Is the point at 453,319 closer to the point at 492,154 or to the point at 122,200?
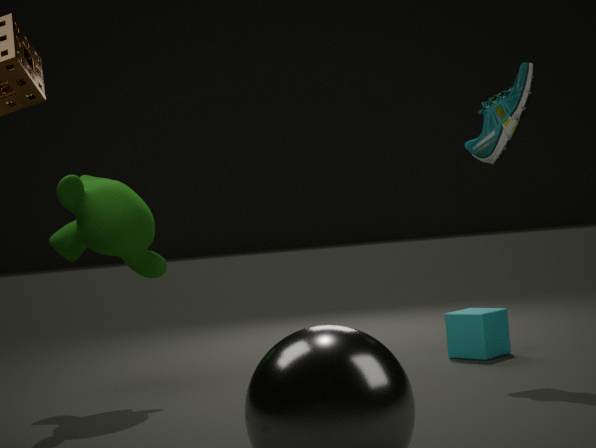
the point at 492,154
